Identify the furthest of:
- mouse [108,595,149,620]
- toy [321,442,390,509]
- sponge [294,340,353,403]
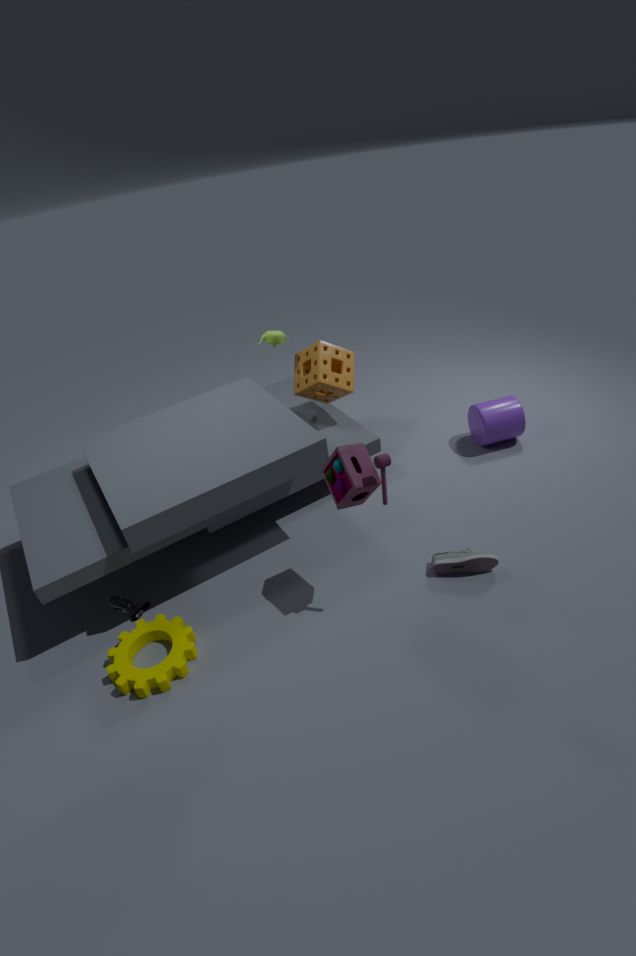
sponge [294,340,353,403]
